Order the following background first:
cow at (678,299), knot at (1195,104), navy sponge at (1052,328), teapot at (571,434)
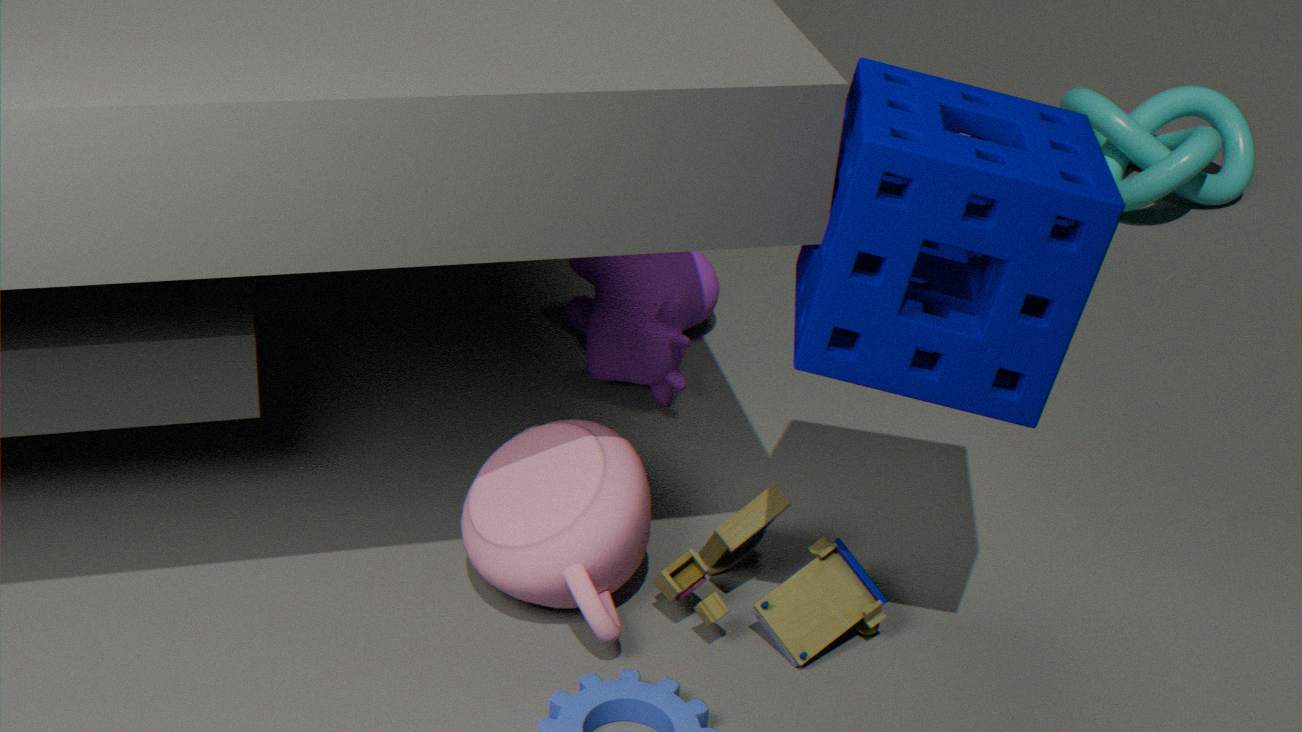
1. knot at (1195,104)
2. cow at (678,299)
3. teapot at (571,434)
4. navy sponge at (1052,328)
